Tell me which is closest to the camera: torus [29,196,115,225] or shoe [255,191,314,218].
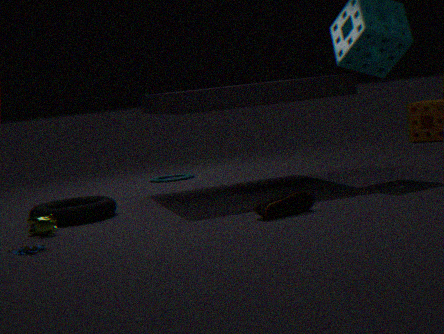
shoe [255,191,314,218]
